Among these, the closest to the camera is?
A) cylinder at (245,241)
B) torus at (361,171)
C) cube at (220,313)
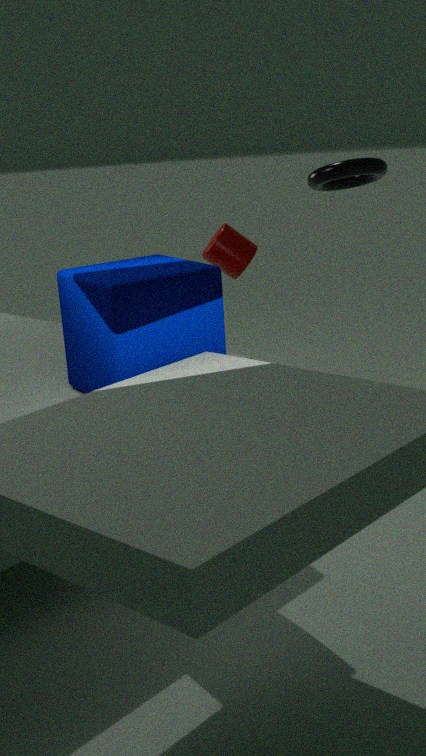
cube at (220,313)
